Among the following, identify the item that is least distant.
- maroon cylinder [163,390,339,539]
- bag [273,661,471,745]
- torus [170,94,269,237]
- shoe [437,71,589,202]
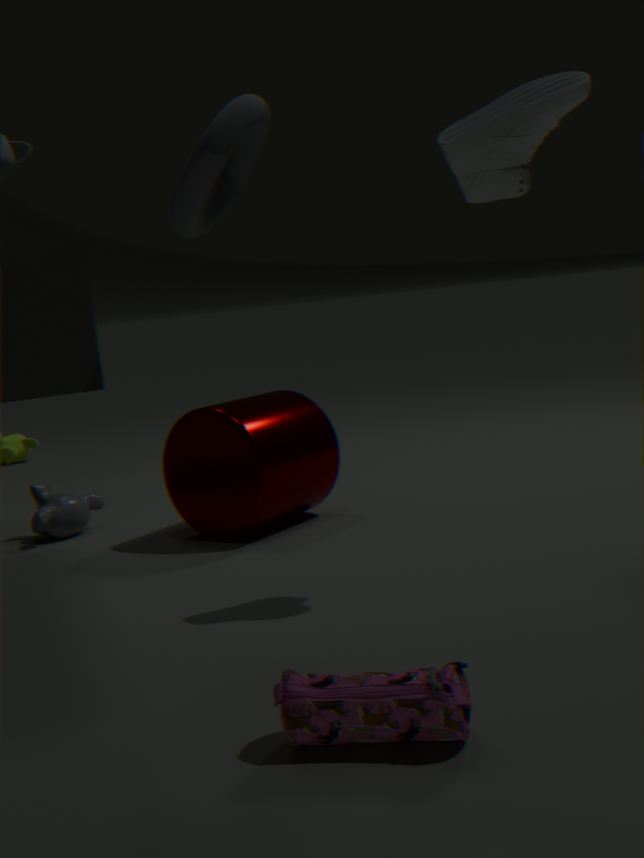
bag [273,661,471,745]
